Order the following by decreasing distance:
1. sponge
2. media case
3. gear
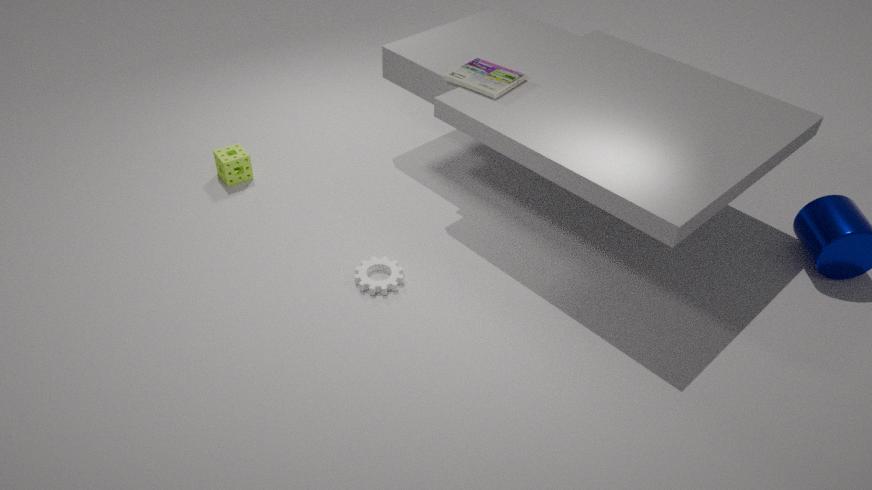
sponge, media case, gear
